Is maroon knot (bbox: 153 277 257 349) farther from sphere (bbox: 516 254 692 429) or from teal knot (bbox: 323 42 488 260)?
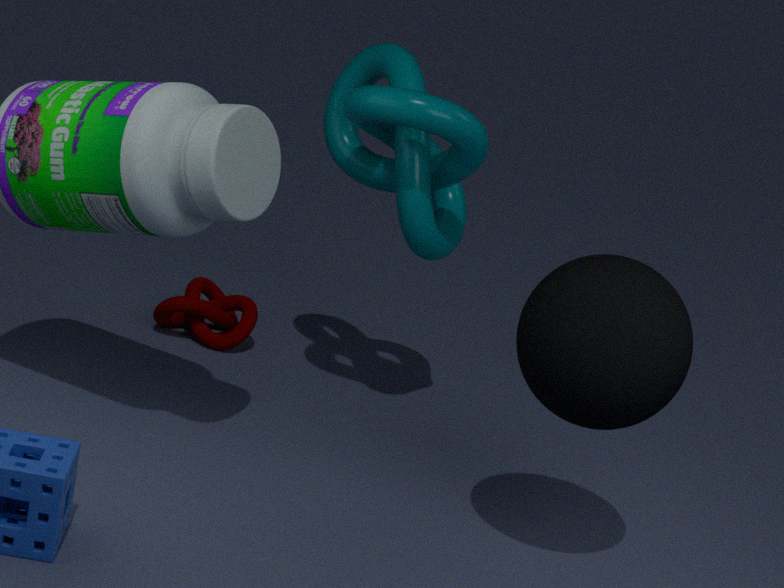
sphere (bbox: 516 254 692 429)
